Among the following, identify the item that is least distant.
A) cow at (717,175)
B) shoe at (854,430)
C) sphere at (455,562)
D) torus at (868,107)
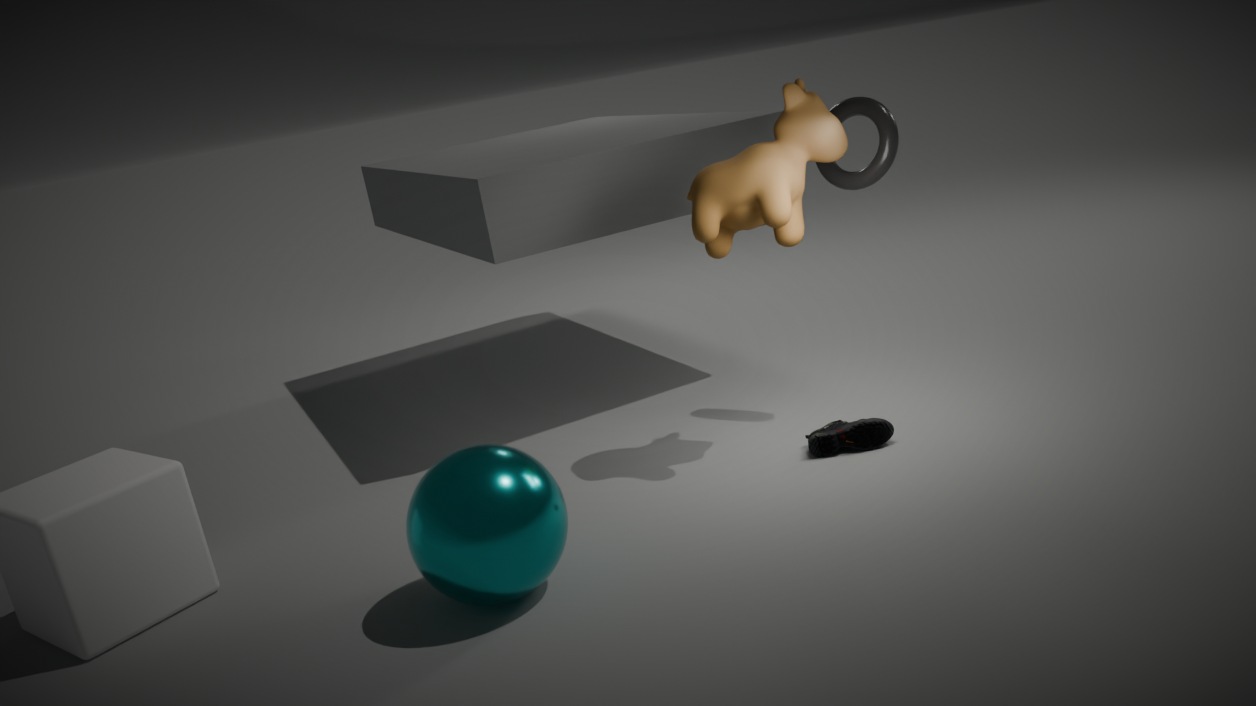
sphere at (455,562)
